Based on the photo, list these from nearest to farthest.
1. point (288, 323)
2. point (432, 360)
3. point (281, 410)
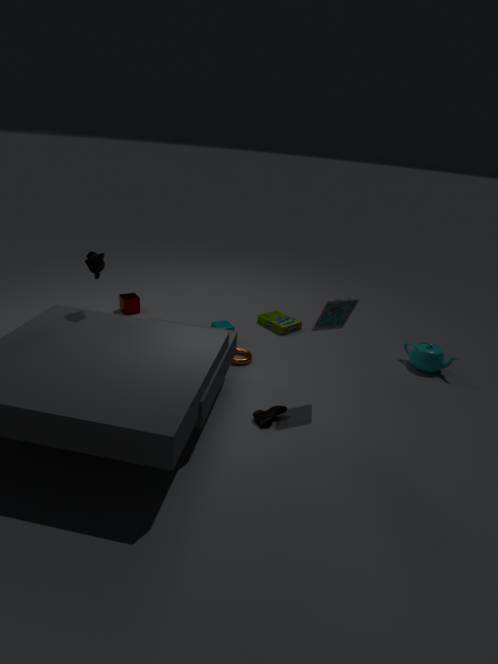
point (281, 410) < point (432, 360) < point (288, 323)
